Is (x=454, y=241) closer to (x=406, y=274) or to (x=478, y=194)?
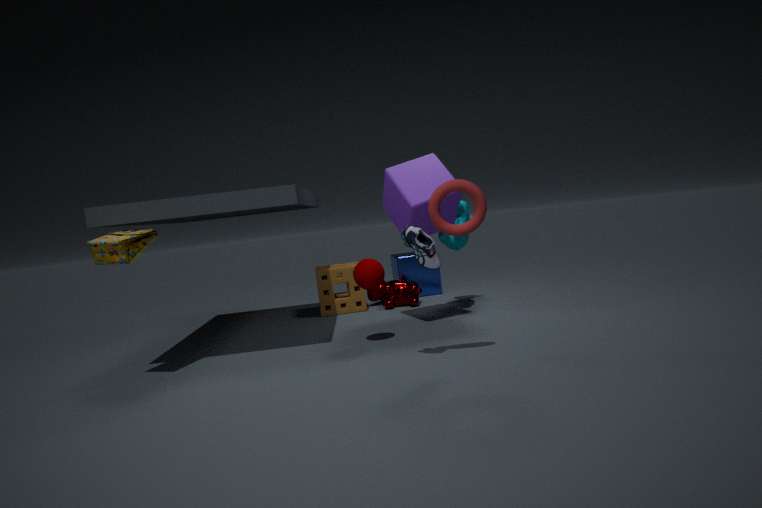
(x=406, y=274)
